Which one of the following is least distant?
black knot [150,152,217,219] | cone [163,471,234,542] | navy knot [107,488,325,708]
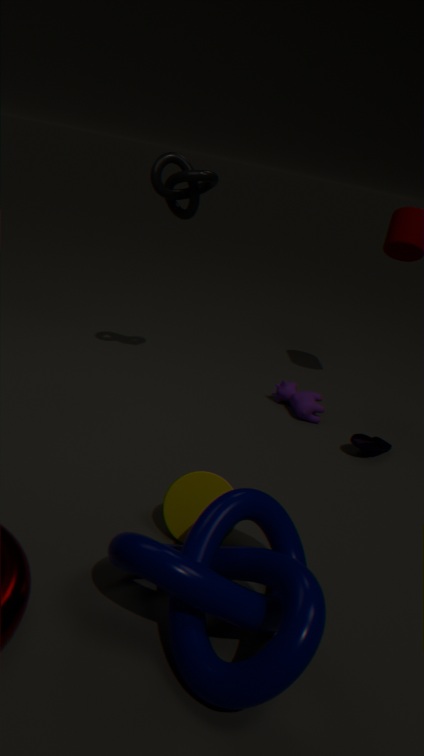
navy knot [107,488,325,708]
